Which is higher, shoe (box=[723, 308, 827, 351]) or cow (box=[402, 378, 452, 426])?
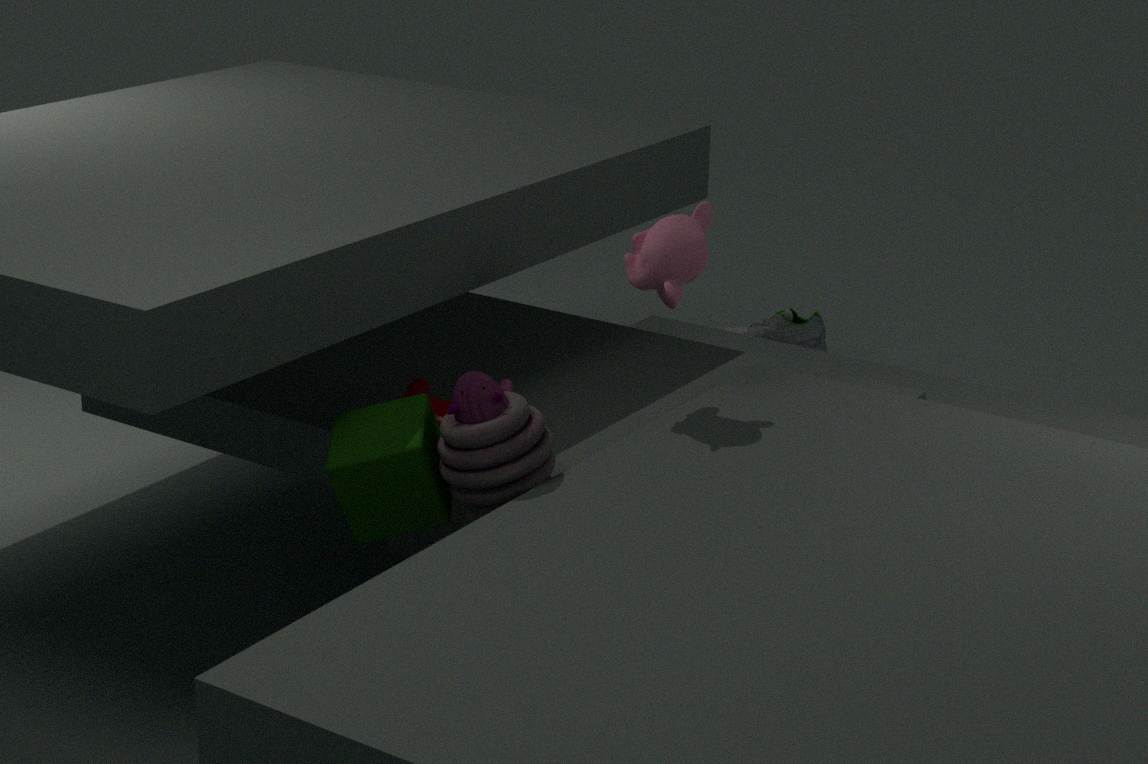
cow (box=[402, 378, 452, 426])
